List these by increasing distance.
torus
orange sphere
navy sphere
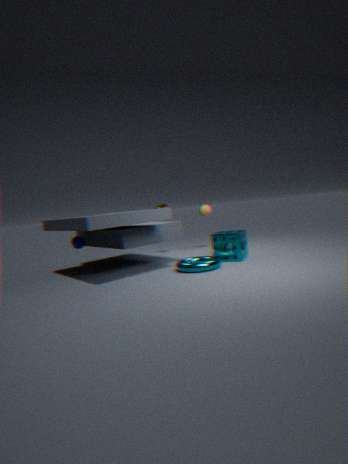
torus → navy sphere → orange sphere
